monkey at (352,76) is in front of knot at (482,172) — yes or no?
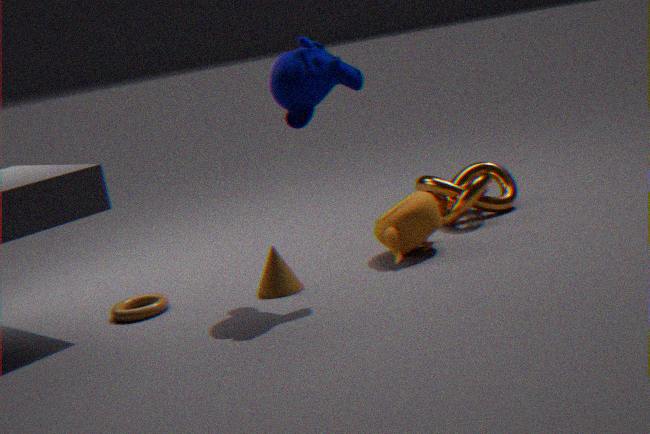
Yes
